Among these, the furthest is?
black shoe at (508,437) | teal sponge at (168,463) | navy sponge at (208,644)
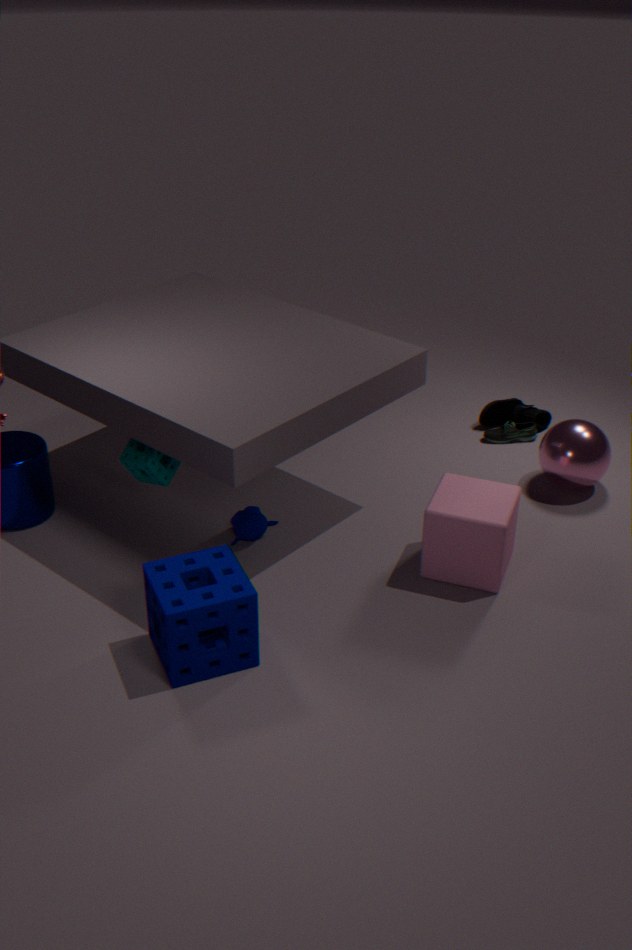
black shoe at (508,437)
